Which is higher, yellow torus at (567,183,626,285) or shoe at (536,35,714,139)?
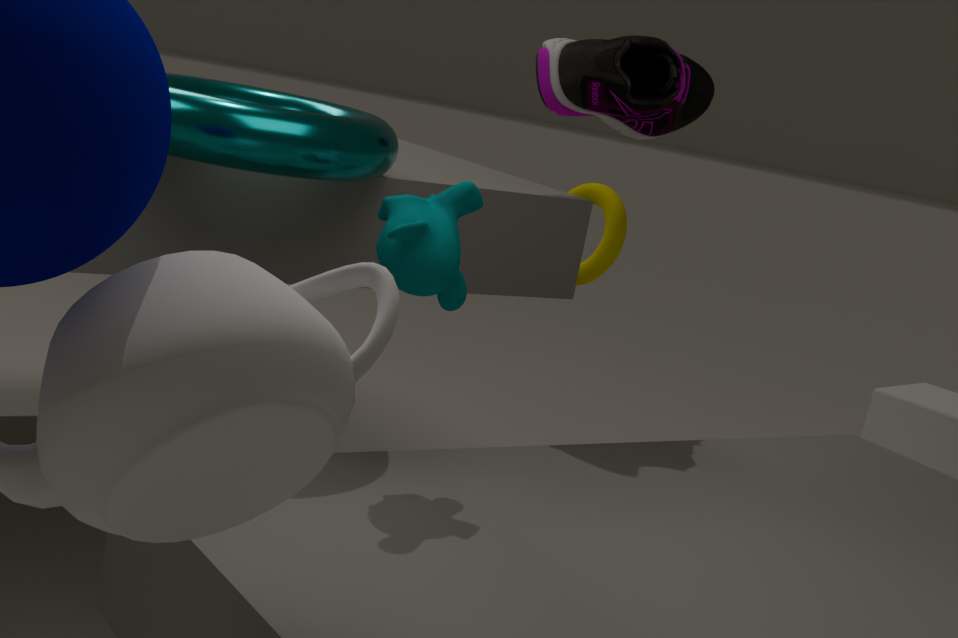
shoe at (536,35,714,139)
